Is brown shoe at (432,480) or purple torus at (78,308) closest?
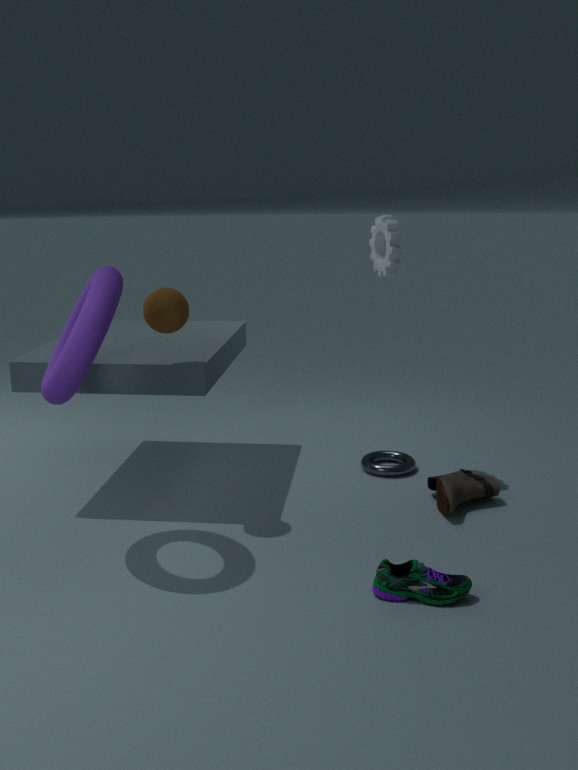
purple torus at (78,308)
